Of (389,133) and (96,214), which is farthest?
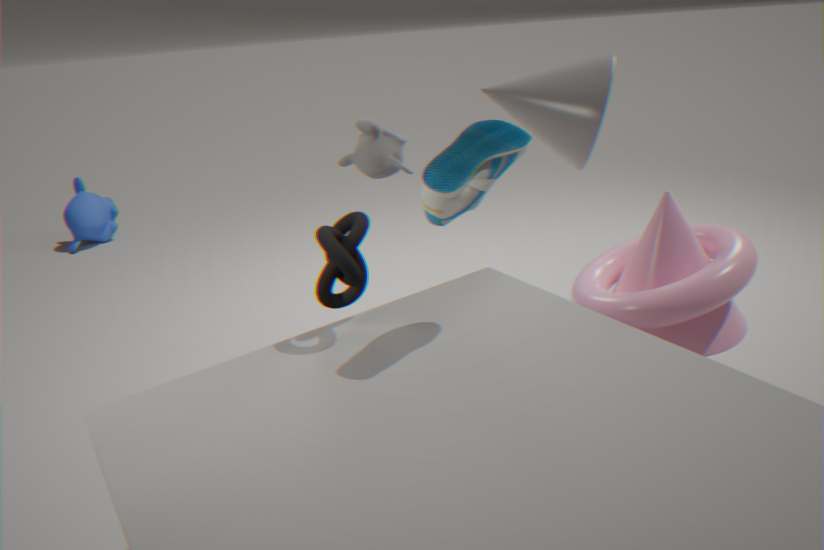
(96,214)
